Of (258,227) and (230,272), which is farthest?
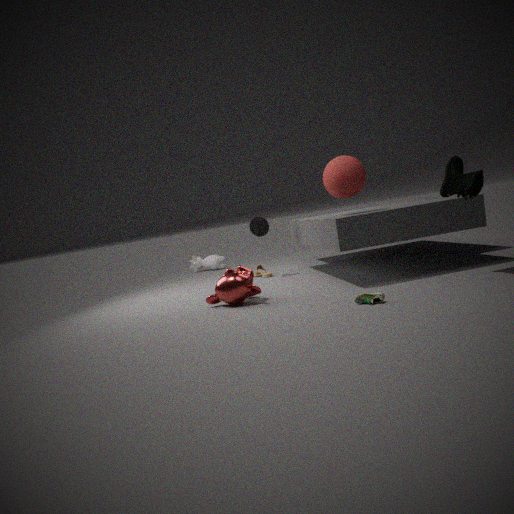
(258,227)
